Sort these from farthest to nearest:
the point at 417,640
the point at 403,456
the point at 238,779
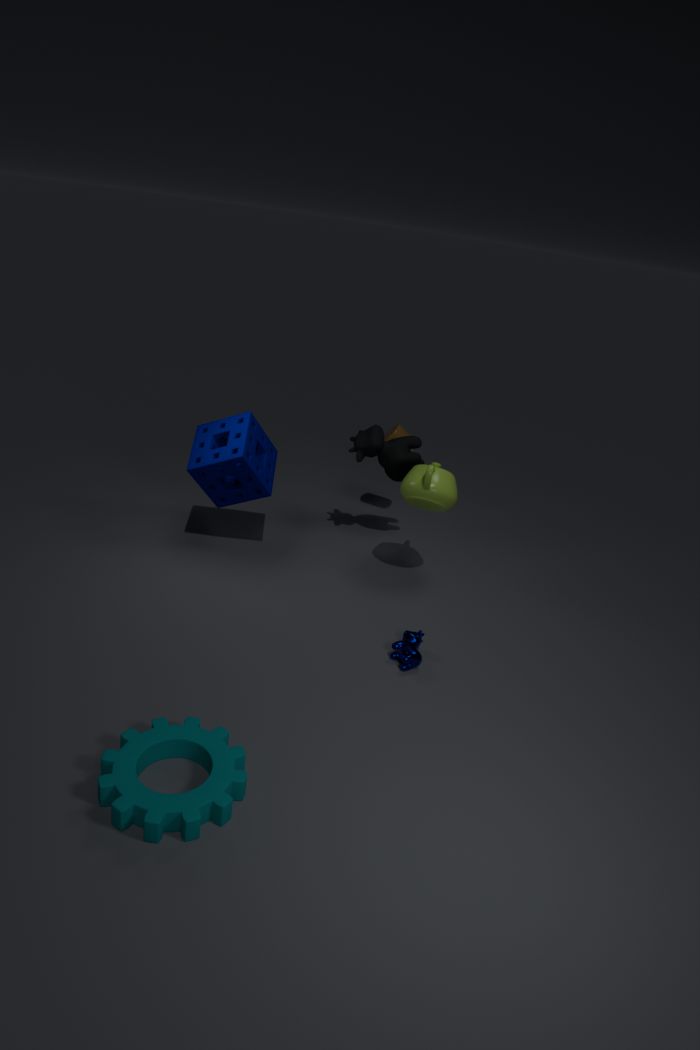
the point at 403,456
the point at 417,640
the point at 238,779
